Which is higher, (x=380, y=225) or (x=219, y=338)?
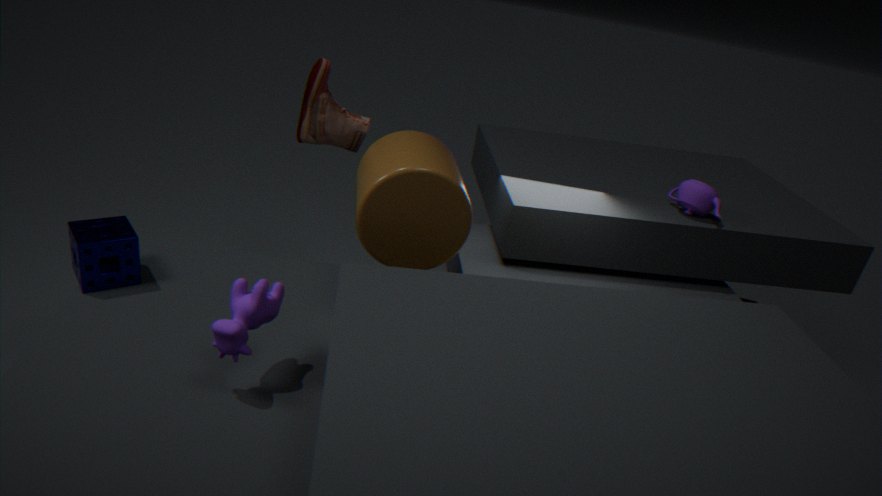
(x=380, y=225)
